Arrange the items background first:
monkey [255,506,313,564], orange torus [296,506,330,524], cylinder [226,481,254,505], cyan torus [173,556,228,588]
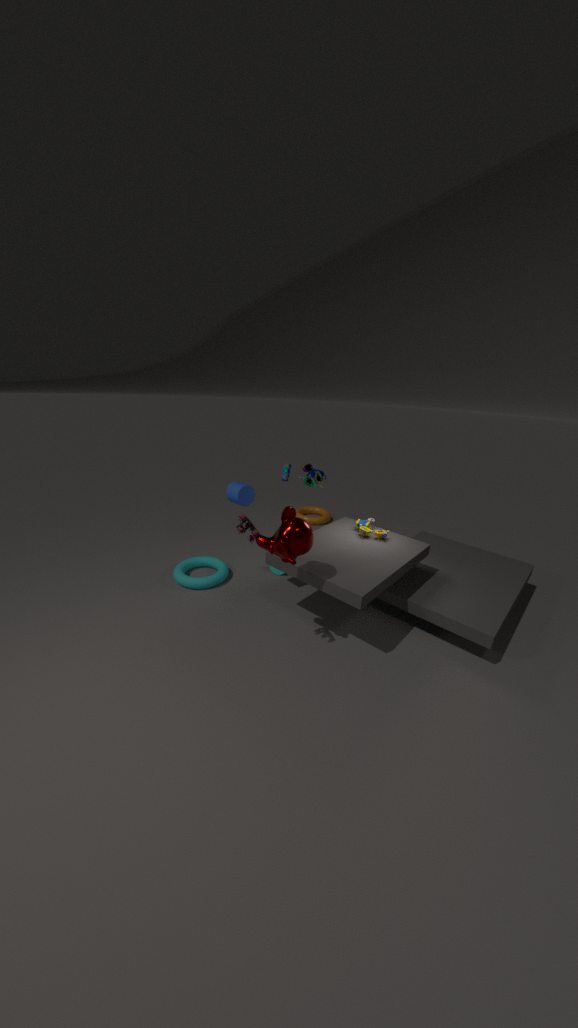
orange torus [296,506,330,524]
cyan torus [173,556,228,588]
cylinder [226,481,254,505]
monkey [255,506,313,564]
